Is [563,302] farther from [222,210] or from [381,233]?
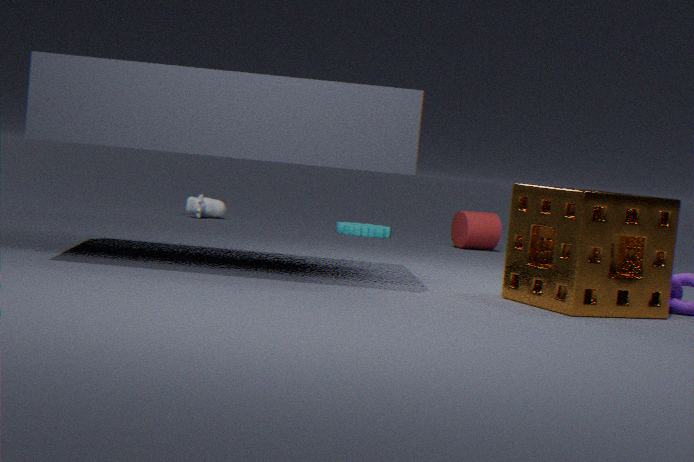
[222,210]
